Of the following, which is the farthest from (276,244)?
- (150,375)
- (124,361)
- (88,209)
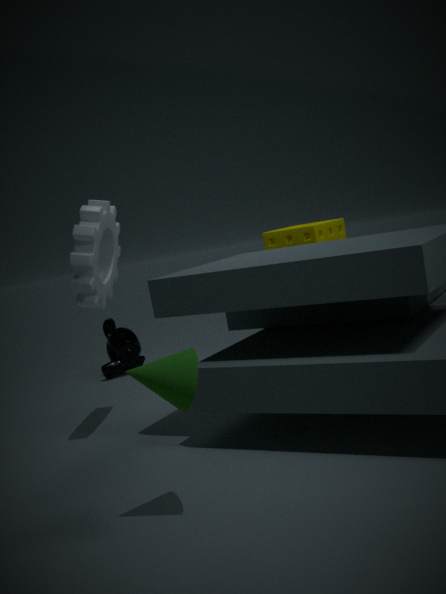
(150,375)
